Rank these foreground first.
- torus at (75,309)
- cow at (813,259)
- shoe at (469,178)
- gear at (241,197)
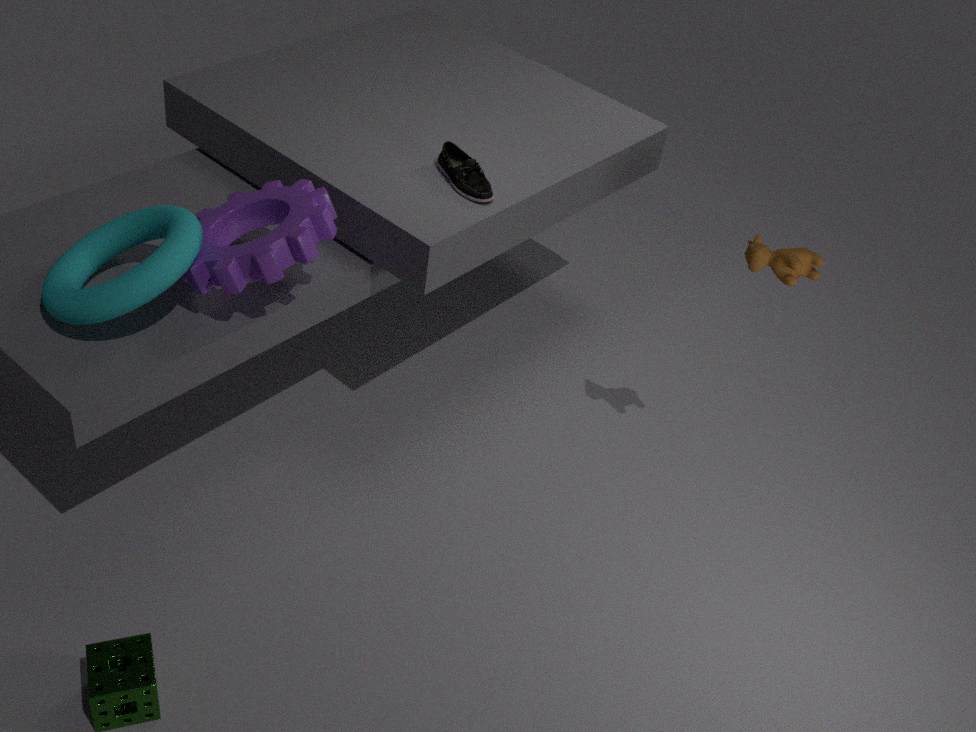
torus at (75,309) < gear at (241,197) < cow at (813,259) < shoe at (469,178)
